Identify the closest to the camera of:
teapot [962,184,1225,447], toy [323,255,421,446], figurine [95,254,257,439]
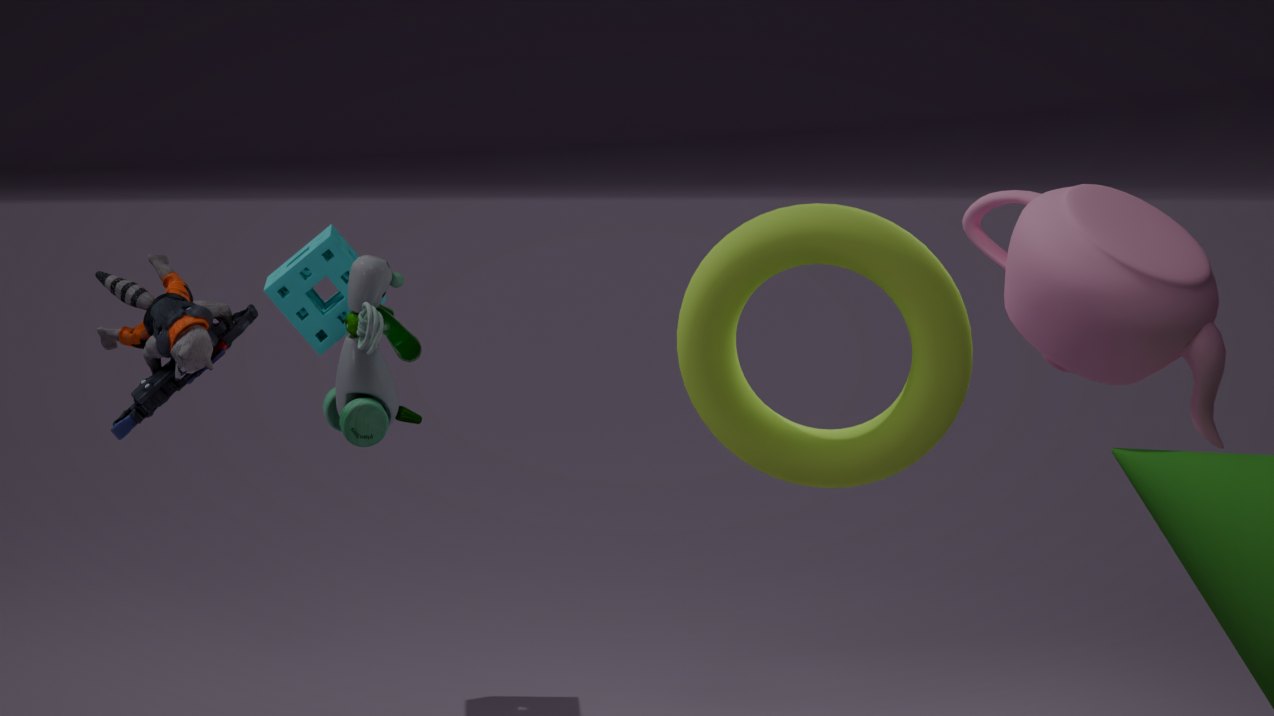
teapot [962,184,1225,447]
